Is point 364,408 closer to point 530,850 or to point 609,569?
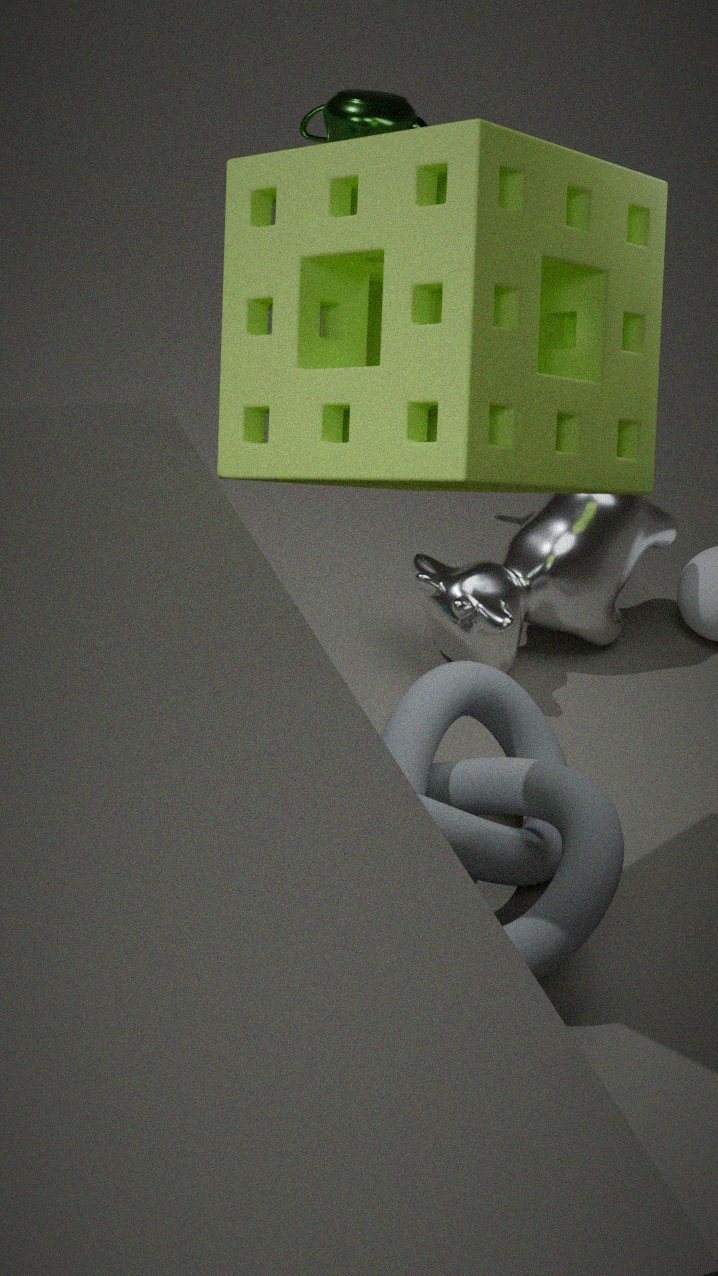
point 530,850
